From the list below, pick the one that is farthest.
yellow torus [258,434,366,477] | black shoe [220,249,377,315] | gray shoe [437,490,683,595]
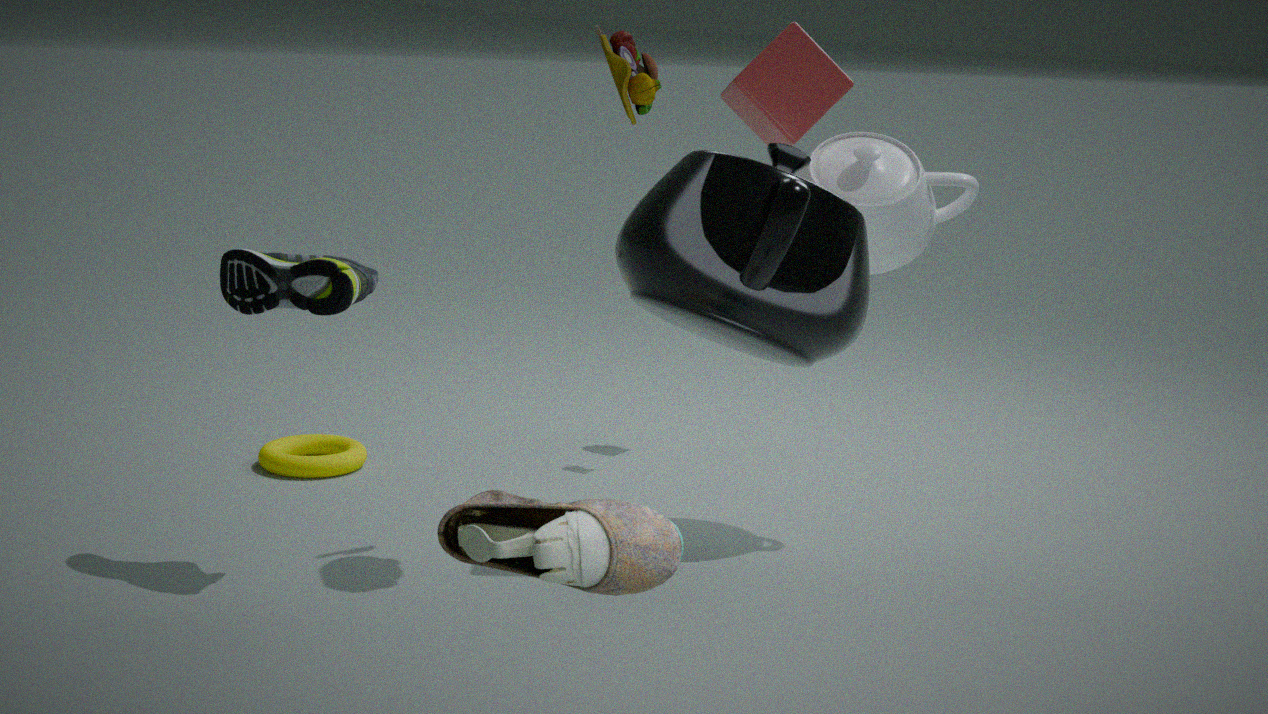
yellow torus [258,434,366,477]
